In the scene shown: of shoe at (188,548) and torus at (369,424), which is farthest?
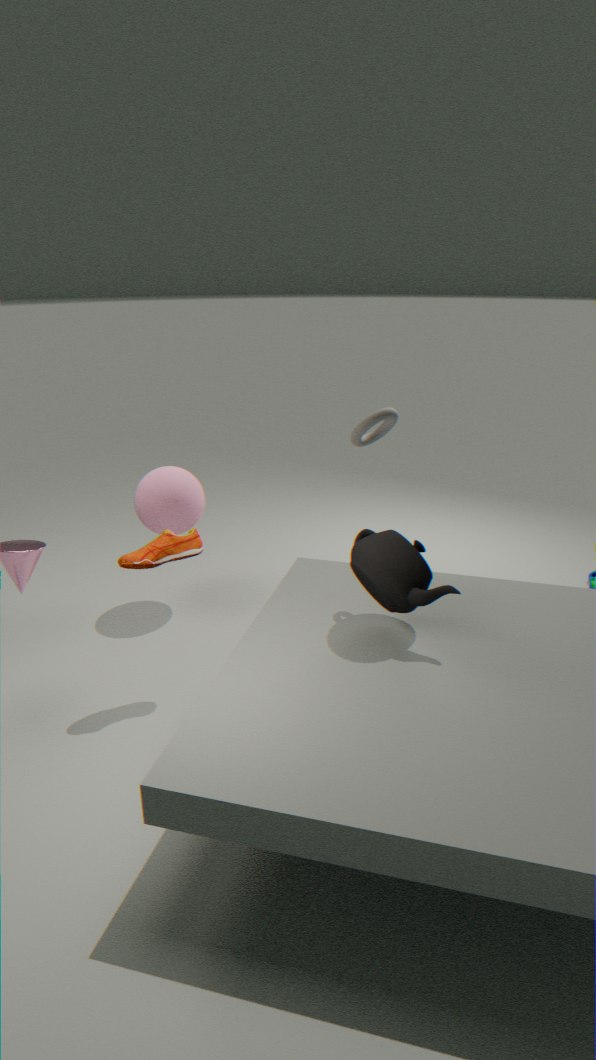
torus at (369,424)
